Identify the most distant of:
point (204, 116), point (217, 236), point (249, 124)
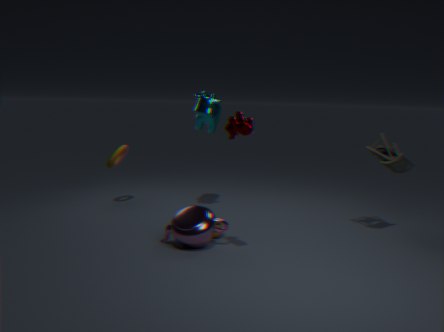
point (204, 116)
